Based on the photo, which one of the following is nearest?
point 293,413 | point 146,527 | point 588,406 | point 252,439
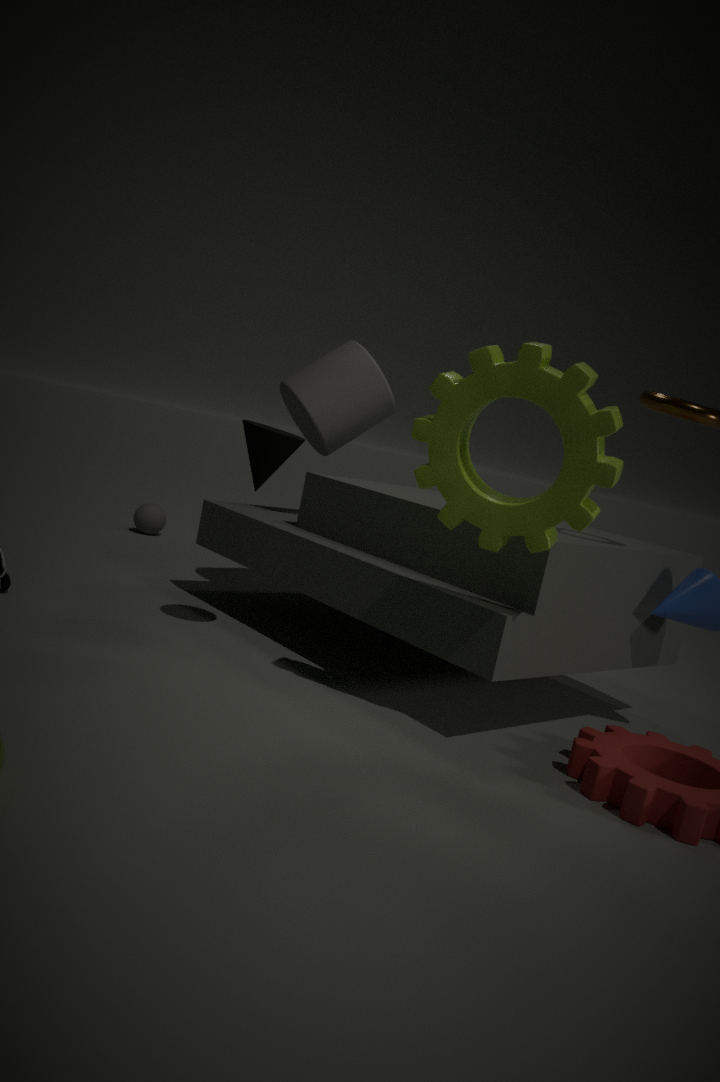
point 588,406
